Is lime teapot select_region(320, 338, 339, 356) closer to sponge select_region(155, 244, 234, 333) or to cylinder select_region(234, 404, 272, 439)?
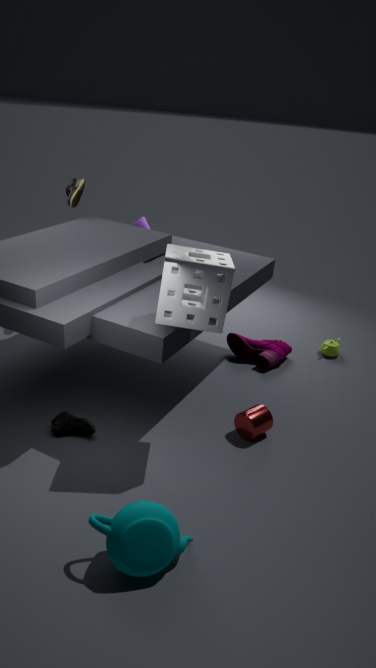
cylinder select_region(234, 404, 272, 439)
